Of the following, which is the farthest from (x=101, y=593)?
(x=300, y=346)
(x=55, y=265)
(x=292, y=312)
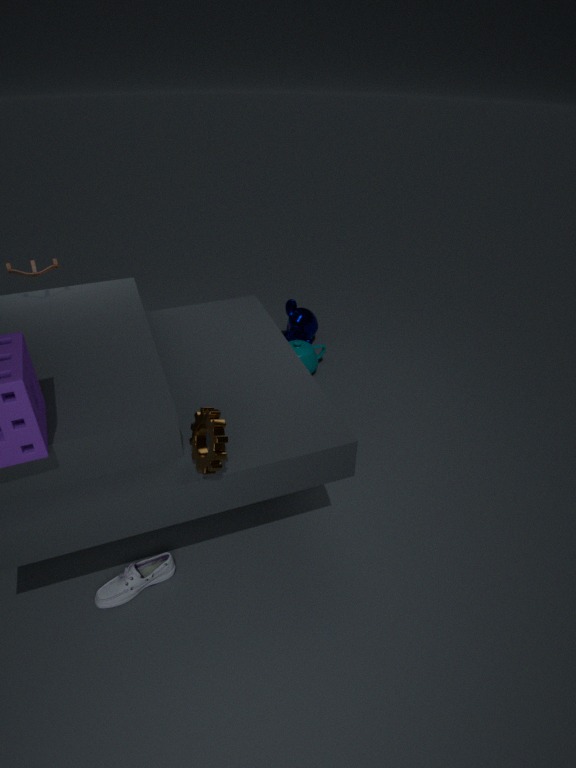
(x=292, y=312)
